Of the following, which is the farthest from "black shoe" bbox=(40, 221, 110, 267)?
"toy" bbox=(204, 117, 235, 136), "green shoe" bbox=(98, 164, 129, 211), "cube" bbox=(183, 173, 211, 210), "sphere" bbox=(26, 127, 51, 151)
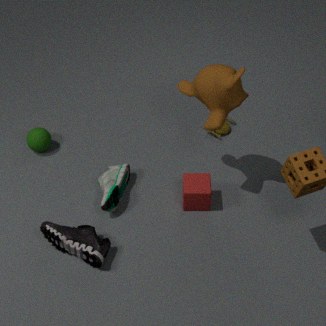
"toy" bbox=(204, 117, 235, 136)
